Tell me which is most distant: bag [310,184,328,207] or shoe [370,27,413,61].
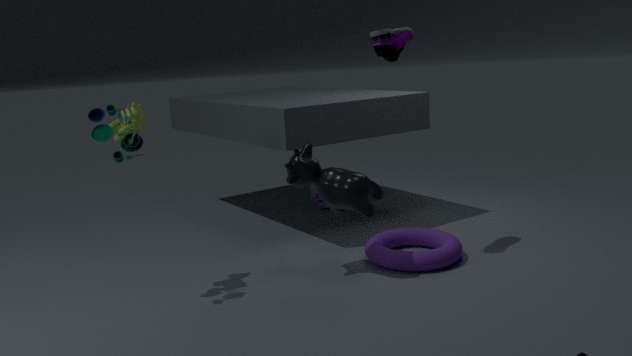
bag [310,184,328,207]
